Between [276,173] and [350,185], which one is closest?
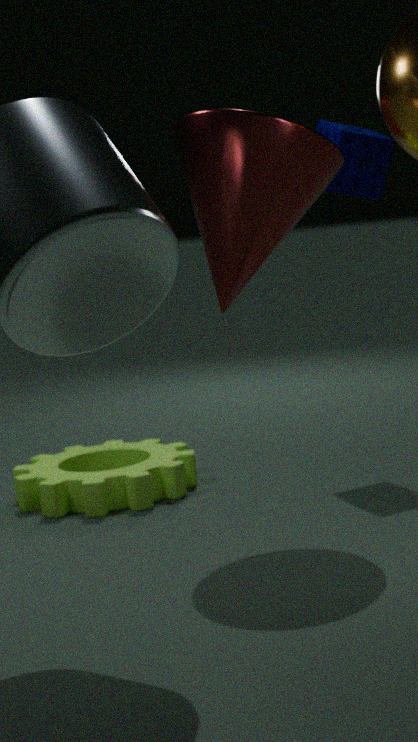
[276,173]
